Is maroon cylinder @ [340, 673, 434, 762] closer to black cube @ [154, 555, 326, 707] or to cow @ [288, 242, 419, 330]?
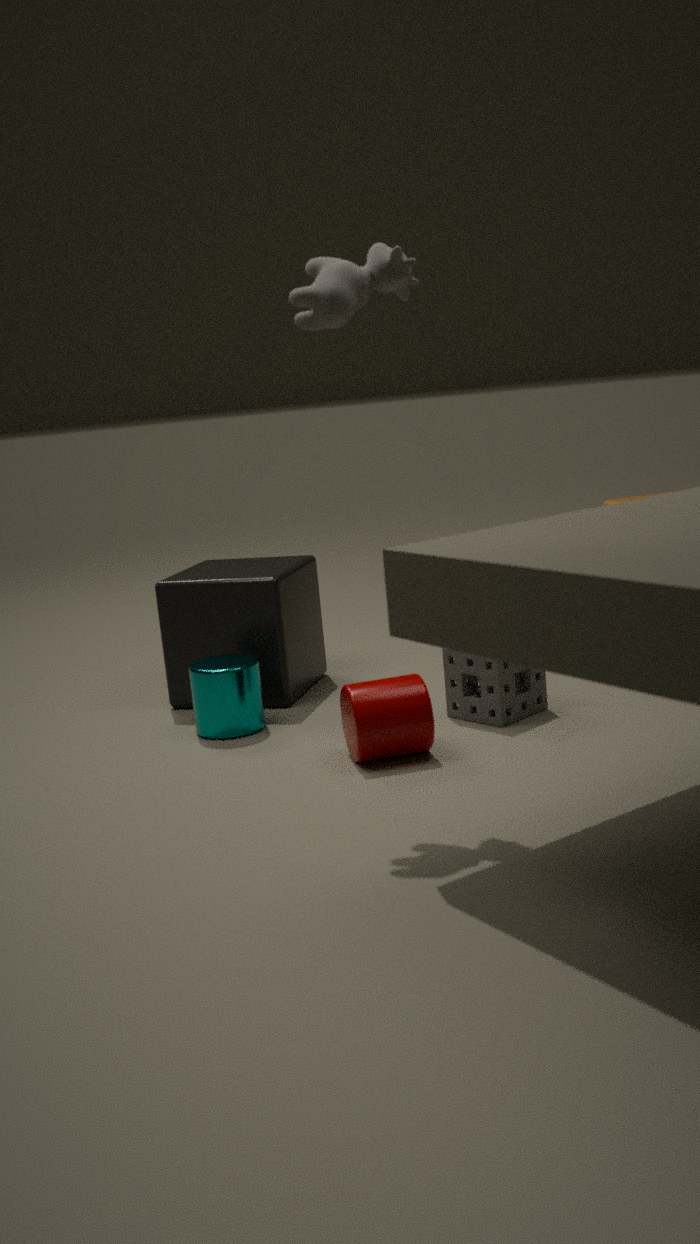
black cube @ [154, 555, 326, 707]
